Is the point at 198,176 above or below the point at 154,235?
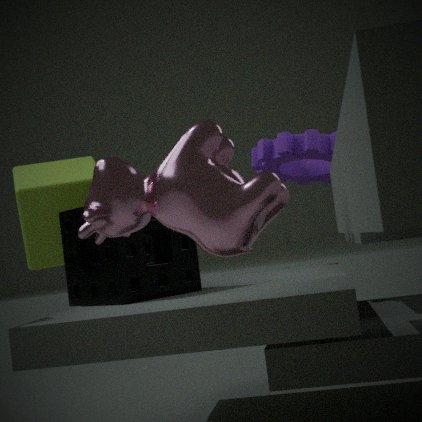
above
